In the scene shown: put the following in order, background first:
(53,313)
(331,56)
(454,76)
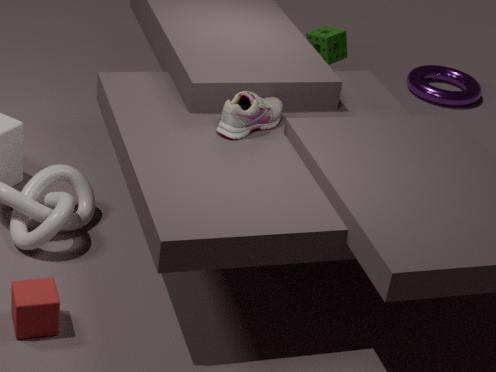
1. (454,76)
2. (331,56)
3. (53,313)
